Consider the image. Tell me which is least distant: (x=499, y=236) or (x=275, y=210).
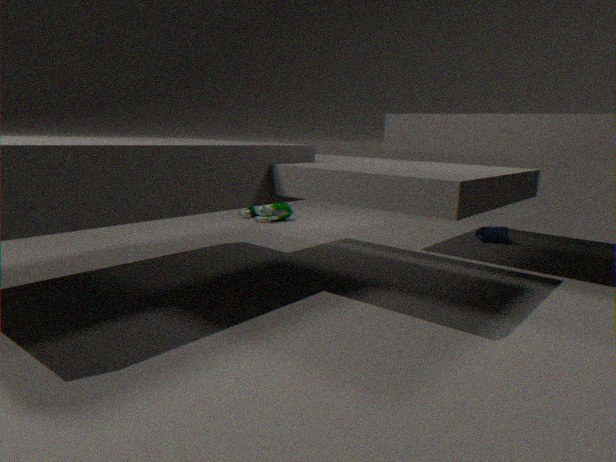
(x=499, y=236)
